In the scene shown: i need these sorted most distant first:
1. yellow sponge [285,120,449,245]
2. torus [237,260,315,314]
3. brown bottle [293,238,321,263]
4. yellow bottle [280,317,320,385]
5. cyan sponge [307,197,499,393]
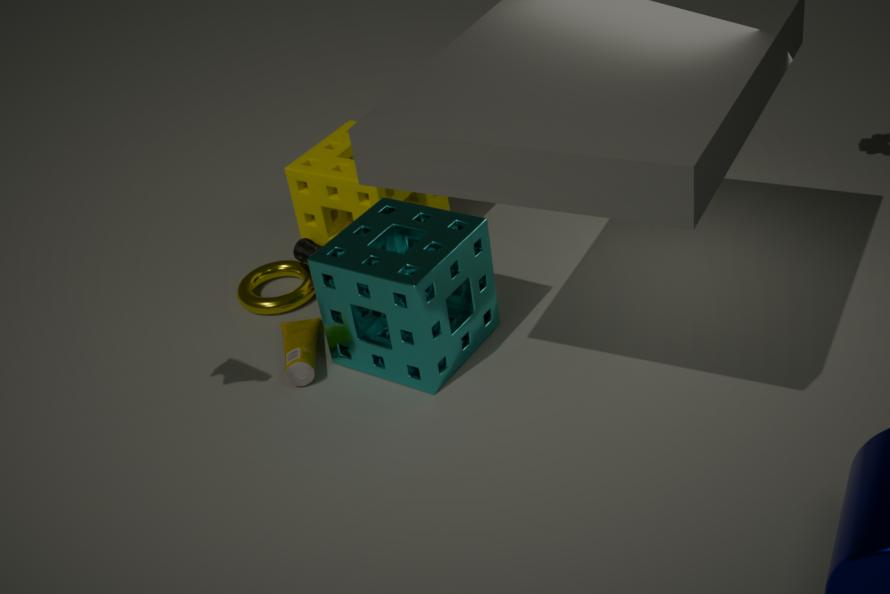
brown bottle [293,238,321,263] → torus [237,260,315,314] → yellow sponge [285,120,449,245] → yellow bottle [280,317,320,385] → cyan sponge [307,197,499,393]
